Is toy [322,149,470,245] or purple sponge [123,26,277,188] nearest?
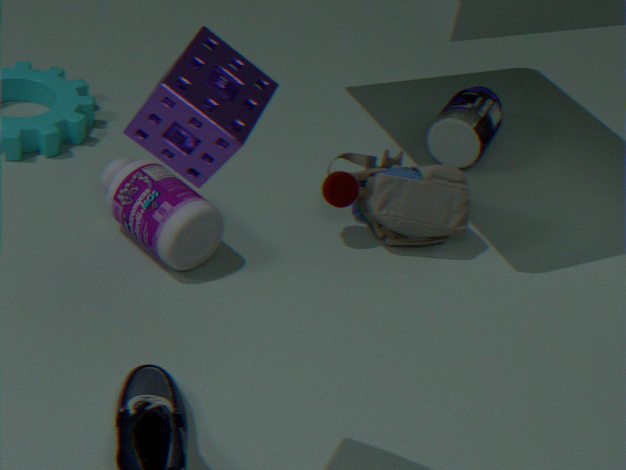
purple sponge [123,26,277,188]
